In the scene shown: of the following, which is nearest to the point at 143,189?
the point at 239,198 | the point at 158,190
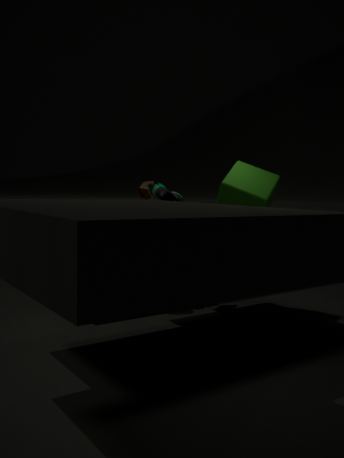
the point at 158,190
